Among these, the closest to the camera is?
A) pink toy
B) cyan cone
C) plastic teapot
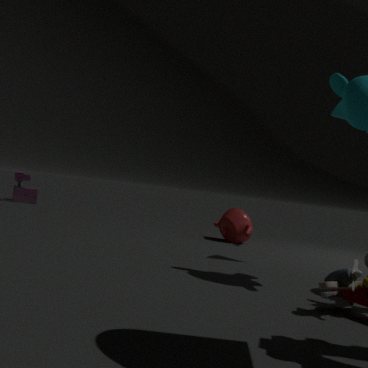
cyan cone
